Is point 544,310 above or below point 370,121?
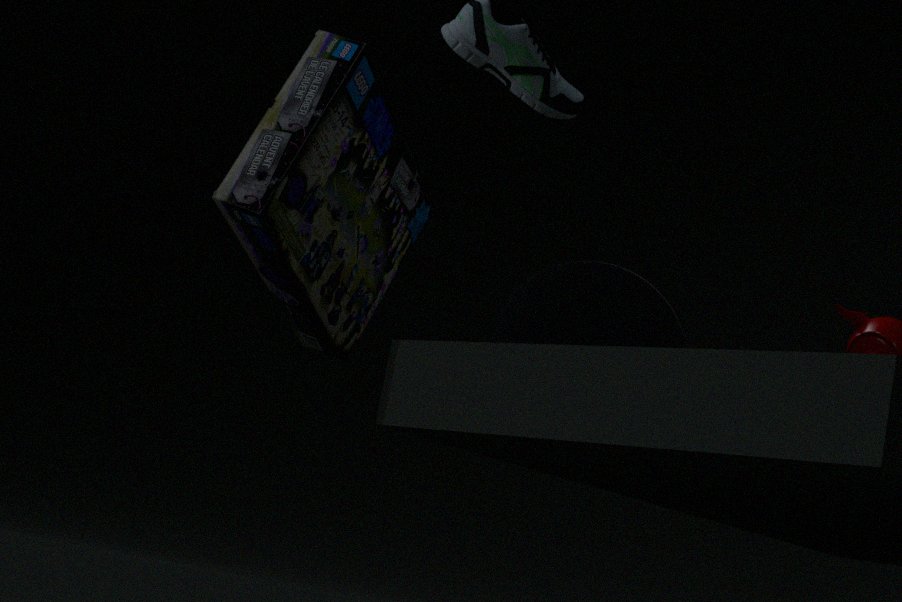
below
